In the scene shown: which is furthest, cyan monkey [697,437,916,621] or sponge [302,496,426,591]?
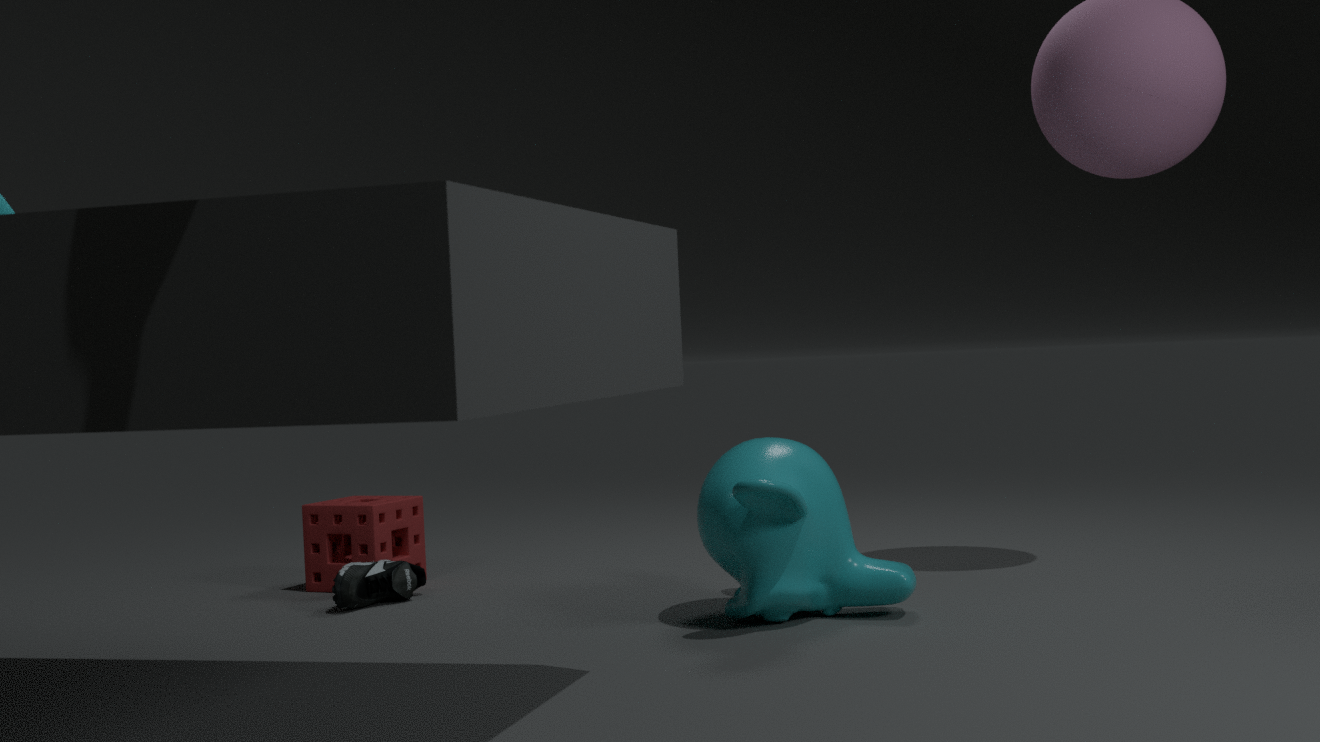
sponge [302,496,426,591]
